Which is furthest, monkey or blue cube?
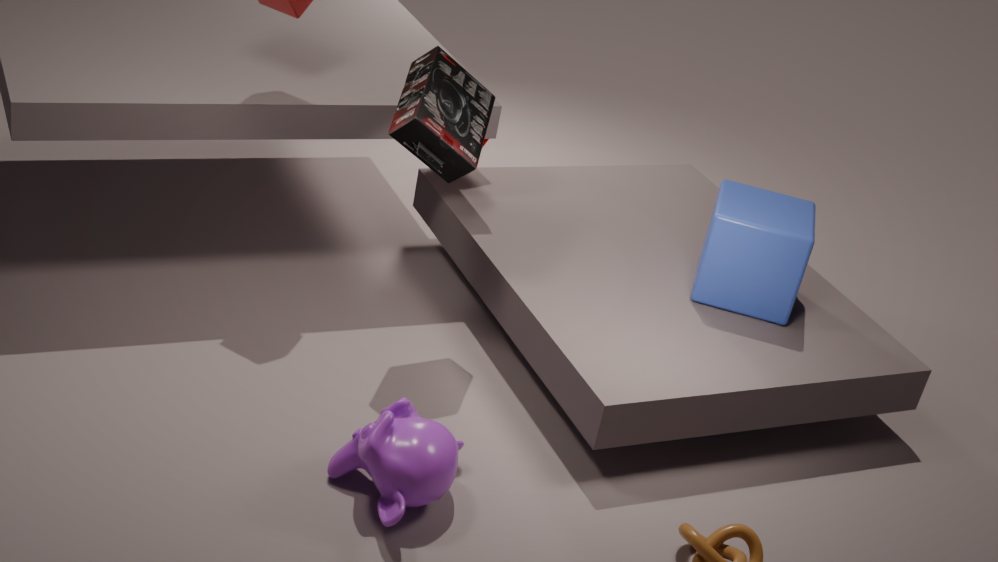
blue cube
